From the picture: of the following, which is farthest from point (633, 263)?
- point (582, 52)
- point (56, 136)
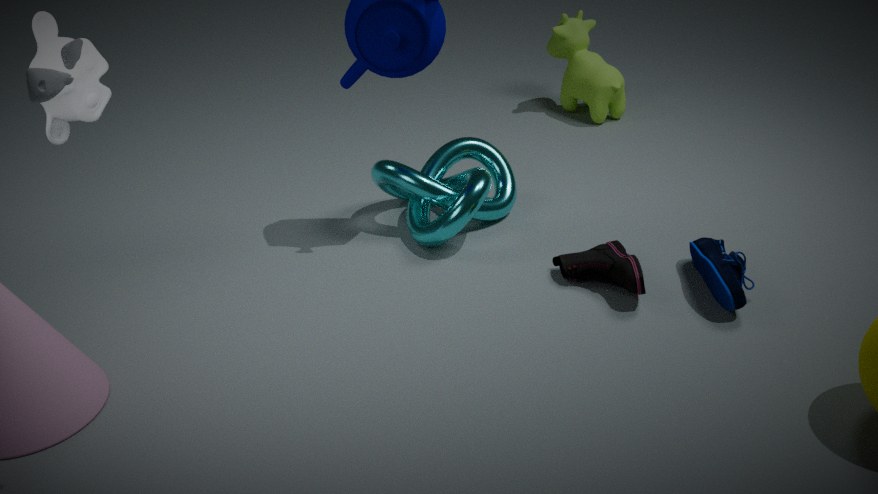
point (56, 136)
